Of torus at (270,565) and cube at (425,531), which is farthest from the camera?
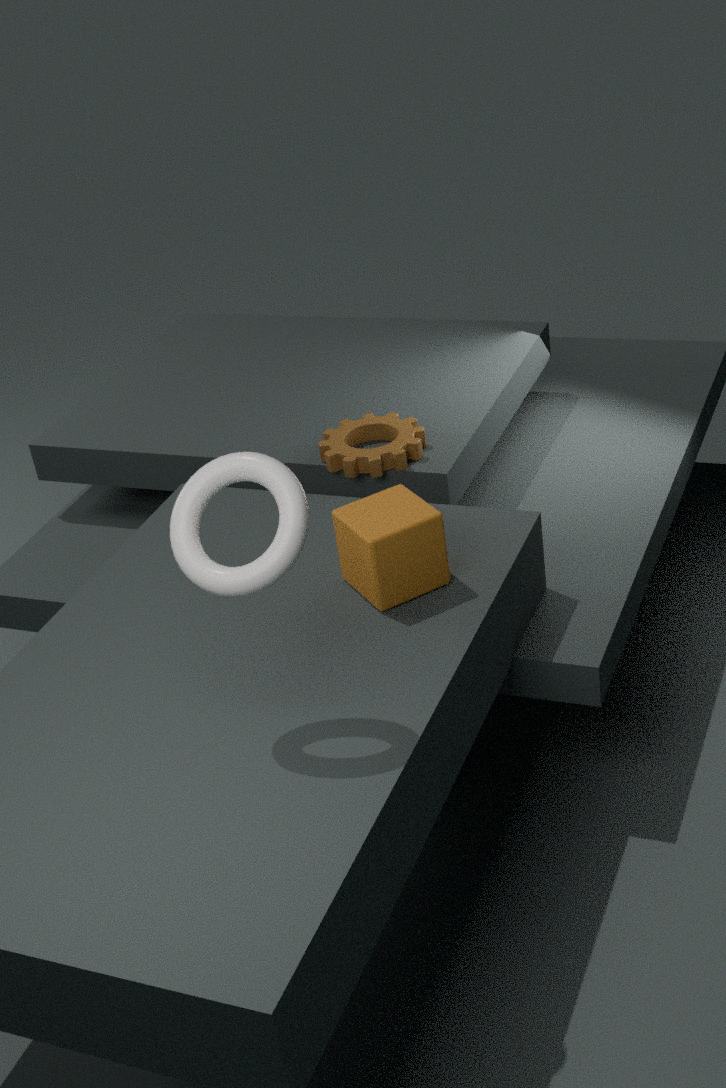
cube at (425,531)
